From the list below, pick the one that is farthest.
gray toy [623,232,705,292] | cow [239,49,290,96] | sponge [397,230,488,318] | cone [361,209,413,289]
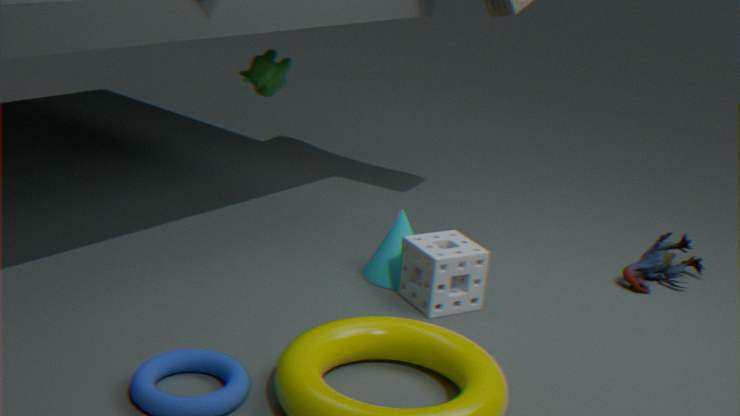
cow [239,49,290,96]
